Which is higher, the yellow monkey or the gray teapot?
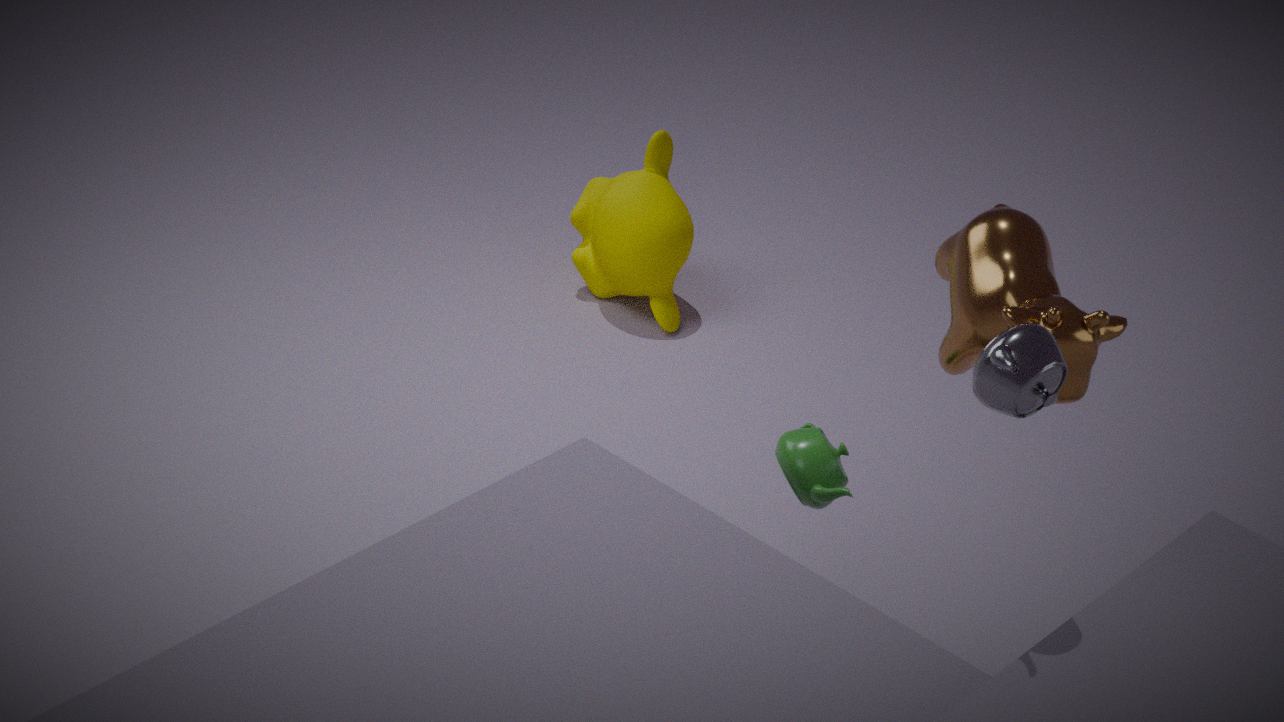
the gray teapot
